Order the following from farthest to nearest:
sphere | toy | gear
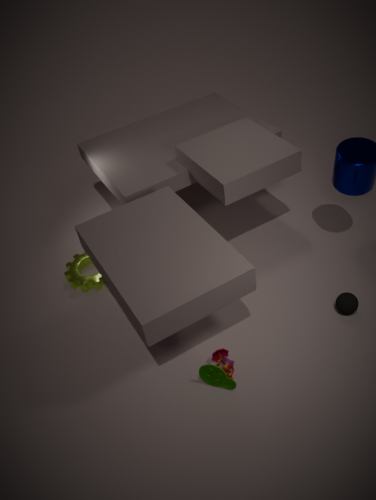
1. gear
2. sphere
3. toy
